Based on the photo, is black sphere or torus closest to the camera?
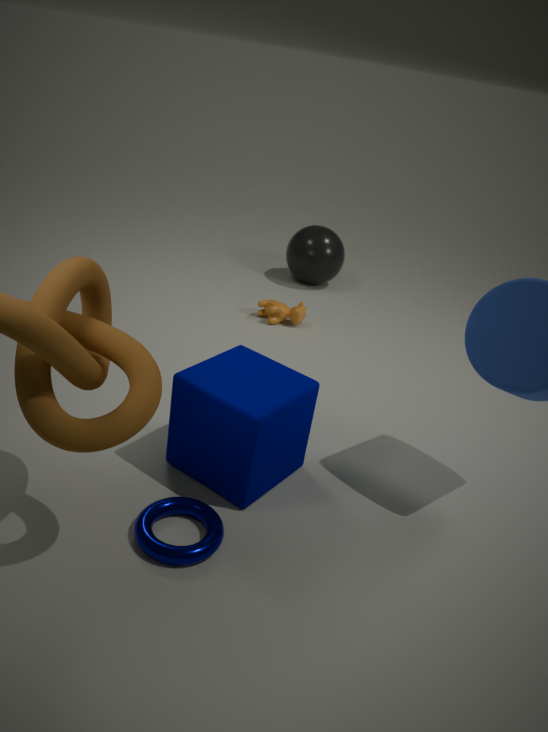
torus
